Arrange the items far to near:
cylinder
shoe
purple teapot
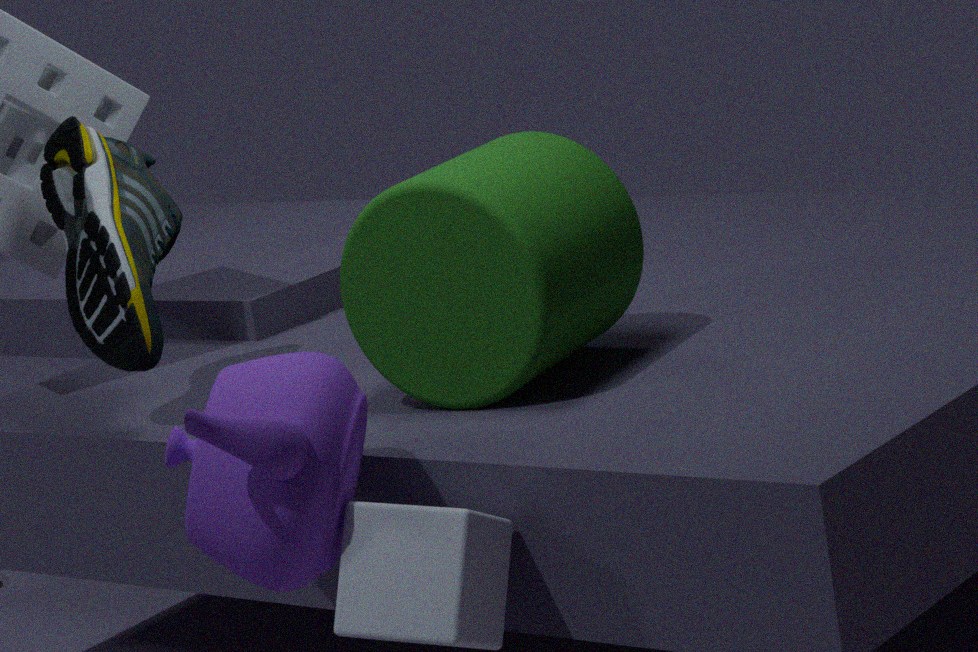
1. shoe
2. cylinder
3. purple teapot
